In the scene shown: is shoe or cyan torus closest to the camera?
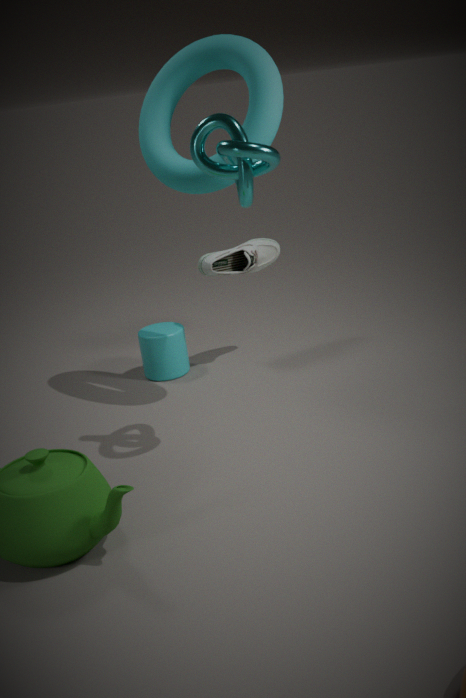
cyan torus
